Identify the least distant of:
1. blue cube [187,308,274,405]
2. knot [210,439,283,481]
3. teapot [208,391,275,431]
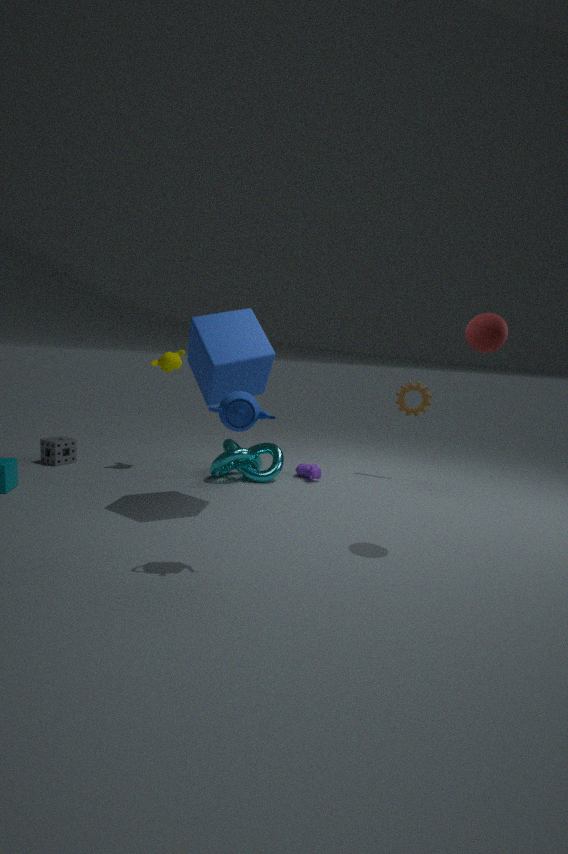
teapot [208,391,275,431]
